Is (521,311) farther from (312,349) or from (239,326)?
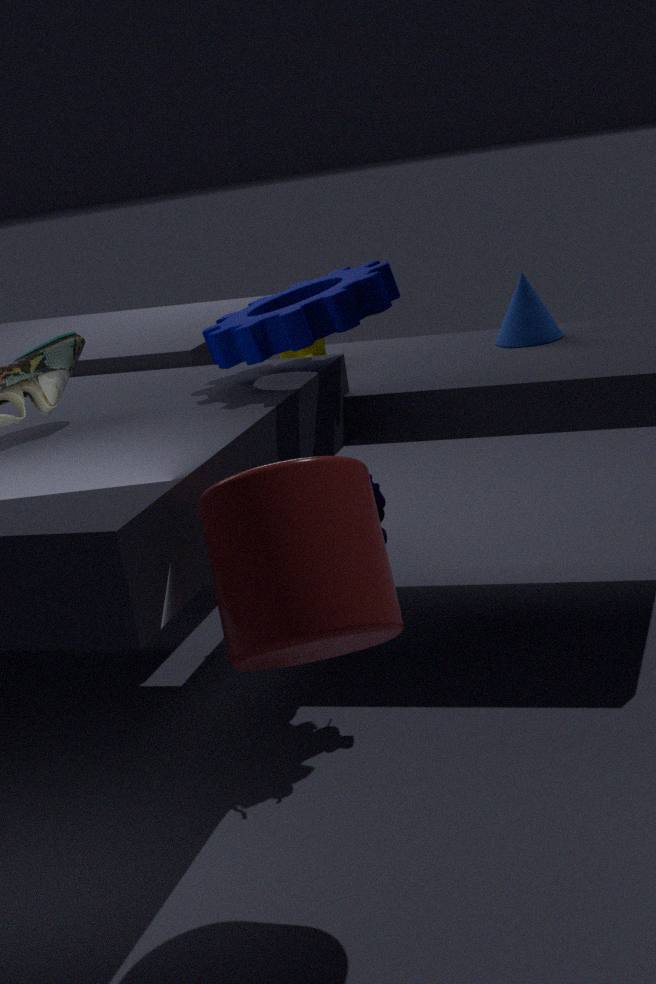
(239,326)
